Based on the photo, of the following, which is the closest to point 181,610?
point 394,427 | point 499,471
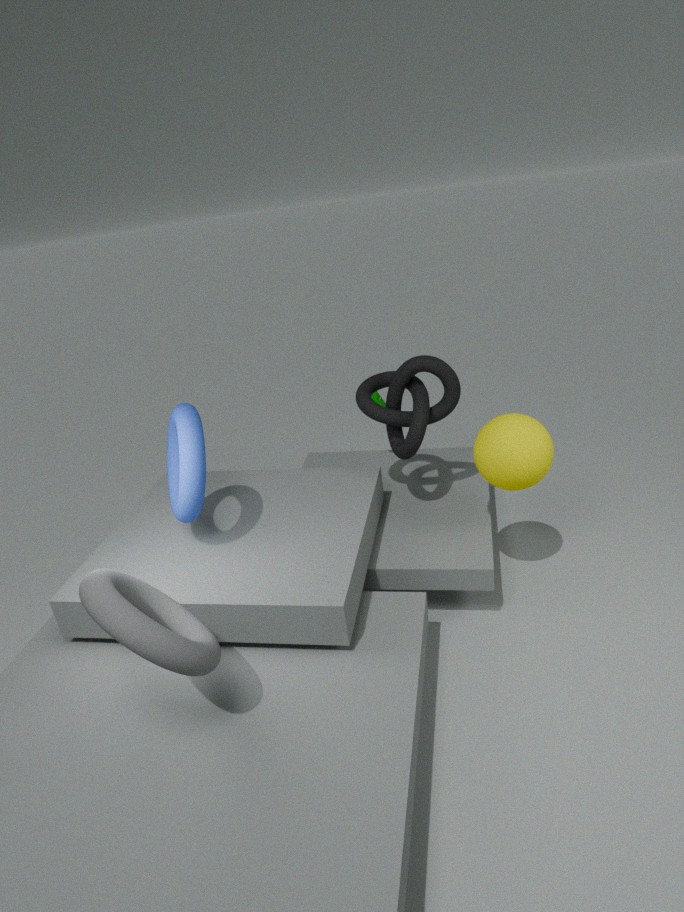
point 394,427
